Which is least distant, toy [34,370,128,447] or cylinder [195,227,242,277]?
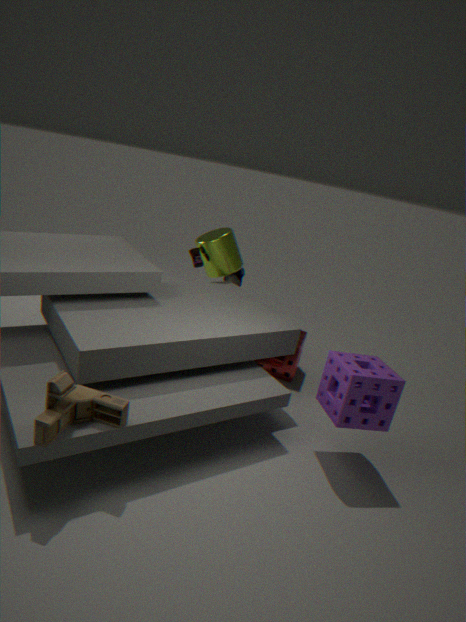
Result: toy [34,370,128,447]
